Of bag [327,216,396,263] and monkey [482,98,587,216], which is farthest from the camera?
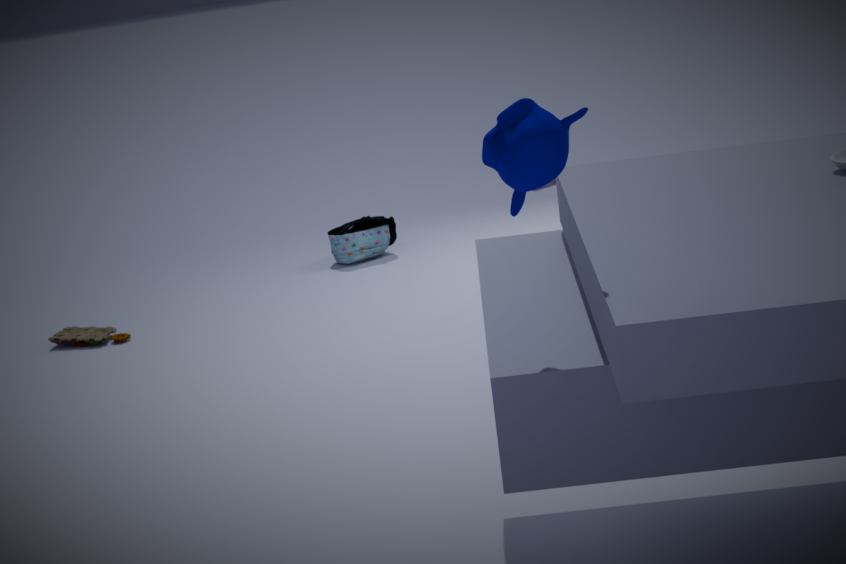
bag [327,216,396,263]
